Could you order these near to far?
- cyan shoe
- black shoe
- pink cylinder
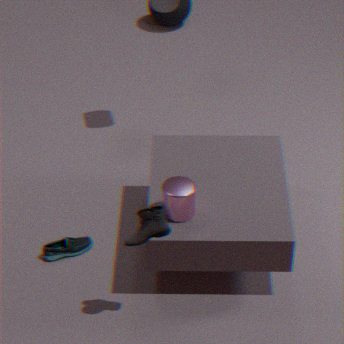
black shoe
pink cylinder
cyan shoe
